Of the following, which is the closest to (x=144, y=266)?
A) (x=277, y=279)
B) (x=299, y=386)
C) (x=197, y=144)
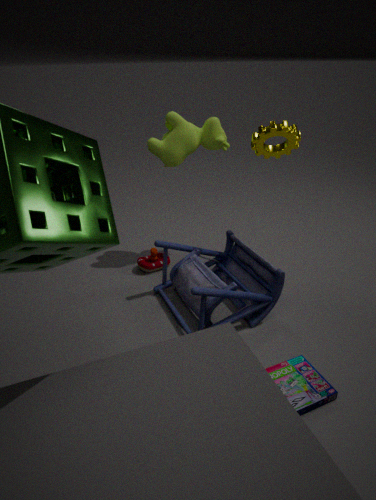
(x=277, y=279)
